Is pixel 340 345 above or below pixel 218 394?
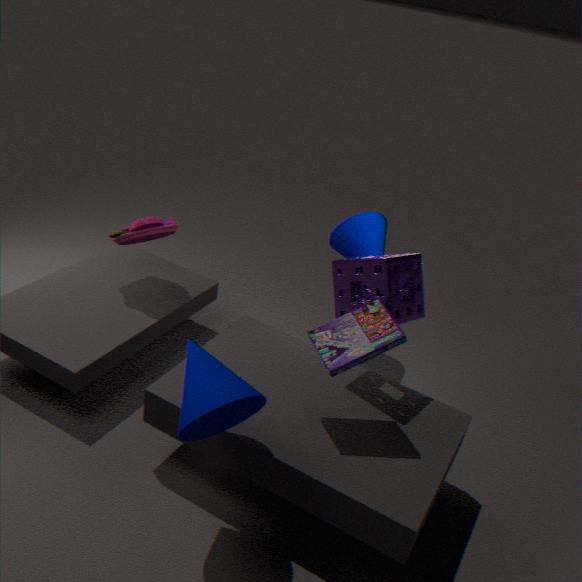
above
